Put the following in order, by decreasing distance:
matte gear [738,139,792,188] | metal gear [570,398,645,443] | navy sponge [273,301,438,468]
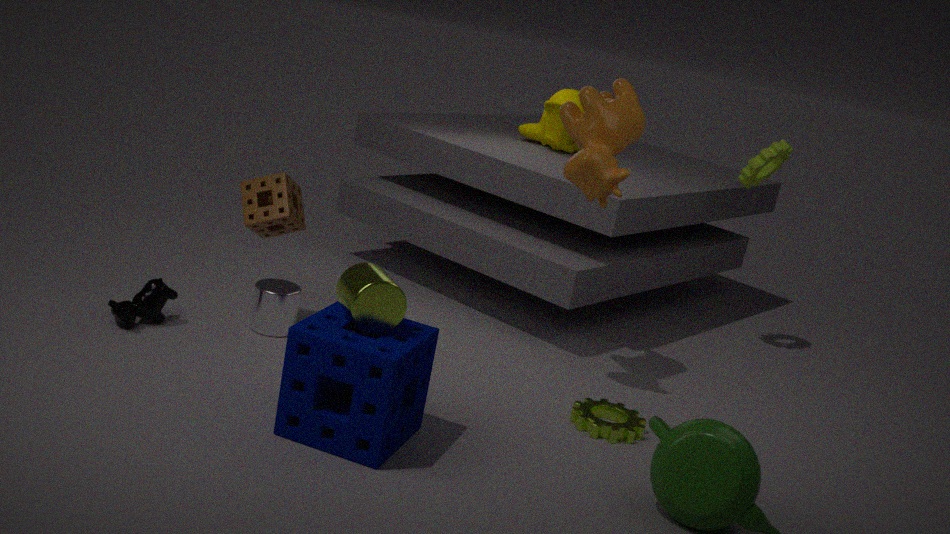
matte gear [738,139,792,188], metal gear [570,398,645,443], navy sponge [273,301,438,468]
